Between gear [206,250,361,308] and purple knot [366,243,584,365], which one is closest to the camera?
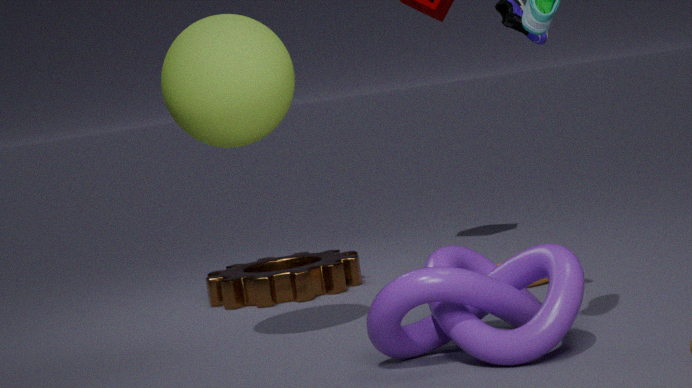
purple knot [366,243,584,365]
